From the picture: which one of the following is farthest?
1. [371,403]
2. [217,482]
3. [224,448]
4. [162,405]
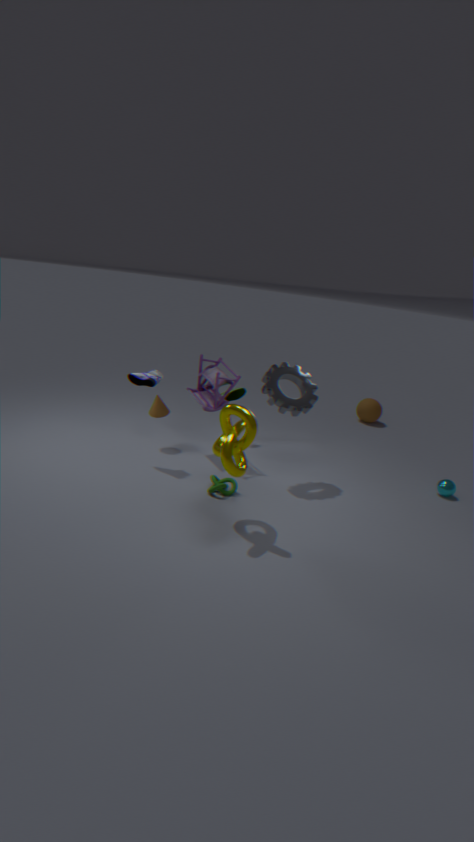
[371,403]
